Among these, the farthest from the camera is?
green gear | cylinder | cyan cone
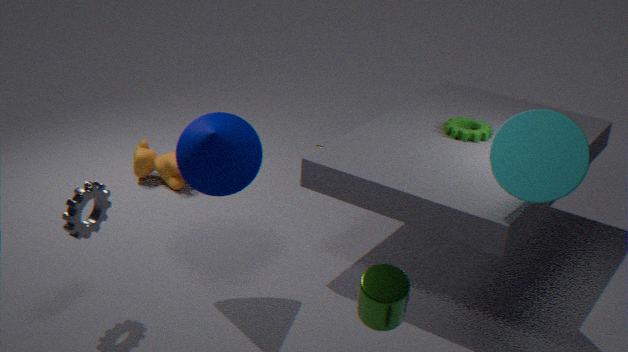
green gear
